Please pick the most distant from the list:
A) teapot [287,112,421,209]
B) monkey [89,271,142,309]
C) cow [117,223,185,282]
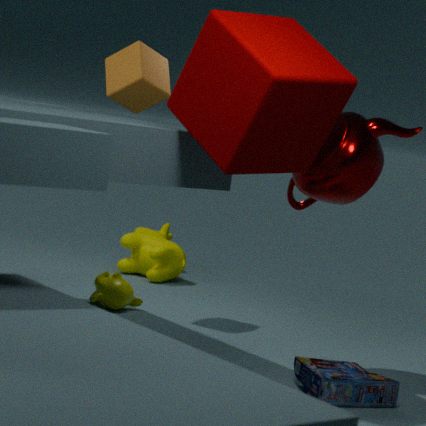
cow [117,223,185,282]
